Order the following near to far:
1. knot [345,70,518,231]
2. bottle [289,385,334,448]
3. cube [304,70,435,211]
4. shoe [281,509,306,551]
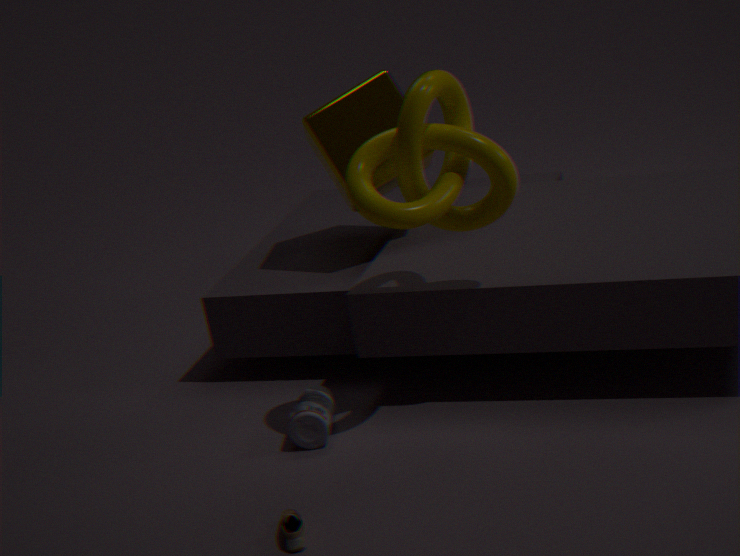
shoe [281,509,306,551]
knot [345,70,518,231]
bottle [289,385,334,448]
cube [304,70,435,211]
